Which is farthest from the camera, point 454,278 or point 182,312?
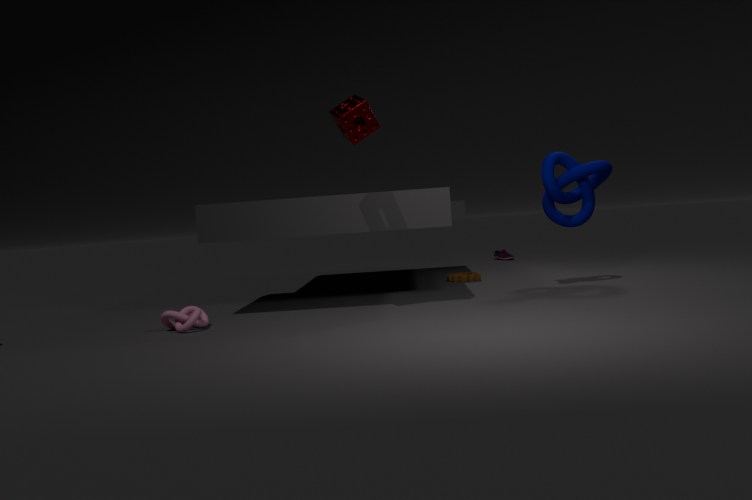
point 454,278
